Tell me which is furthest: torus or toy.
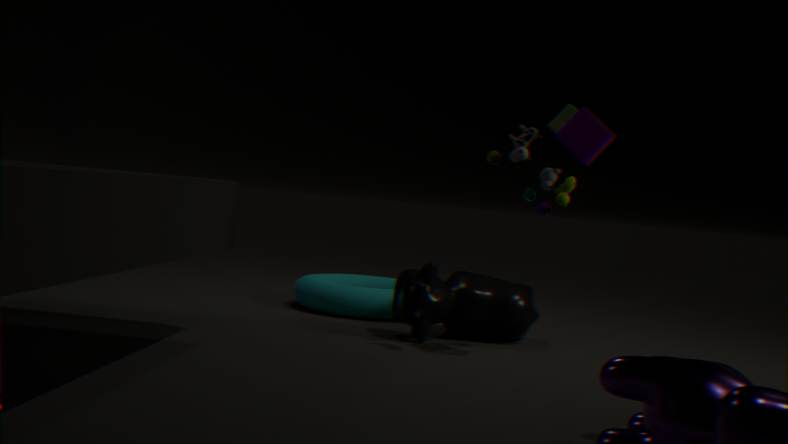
torus
